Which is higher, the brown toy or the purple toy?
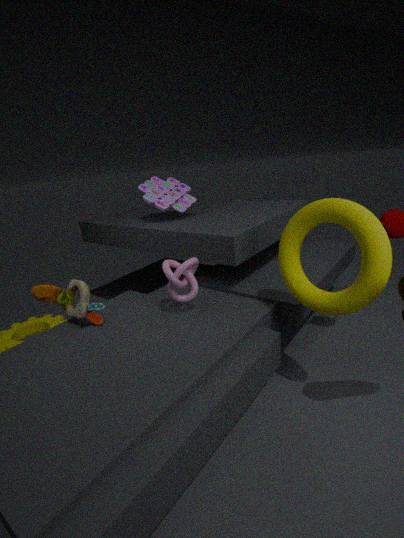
the purple toy
